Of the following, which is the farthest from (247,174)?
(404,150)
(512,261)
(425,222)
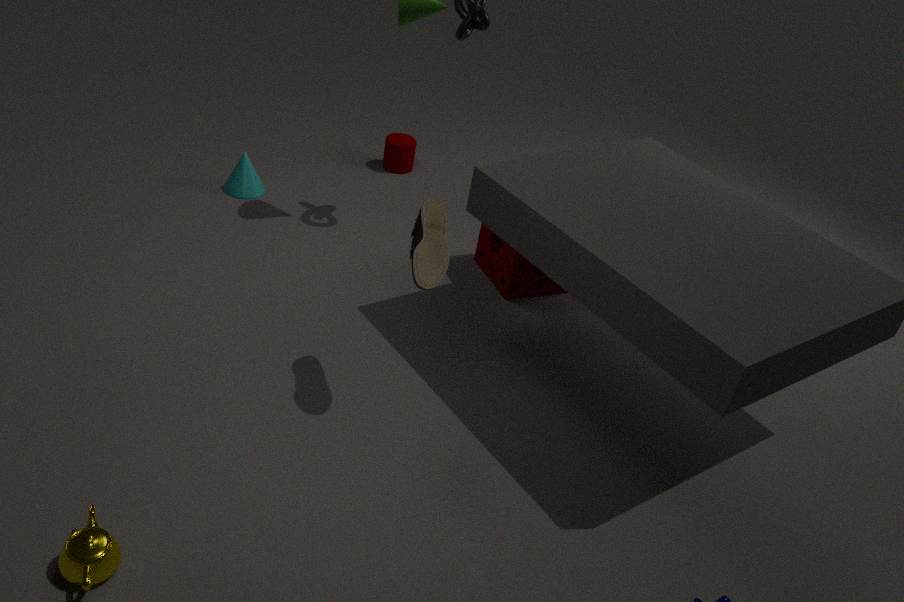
(425,222)
